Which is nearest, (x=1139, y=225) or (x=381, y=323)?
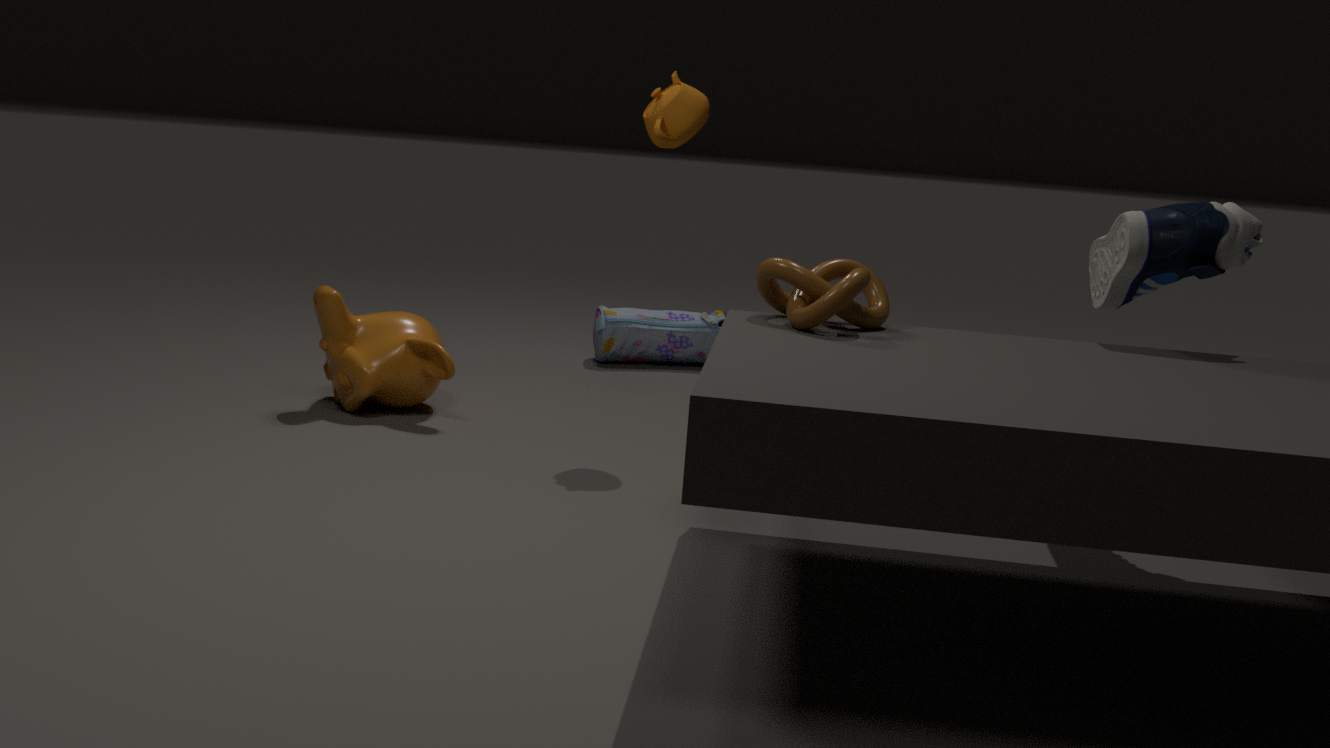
(x=1139, y=225)
